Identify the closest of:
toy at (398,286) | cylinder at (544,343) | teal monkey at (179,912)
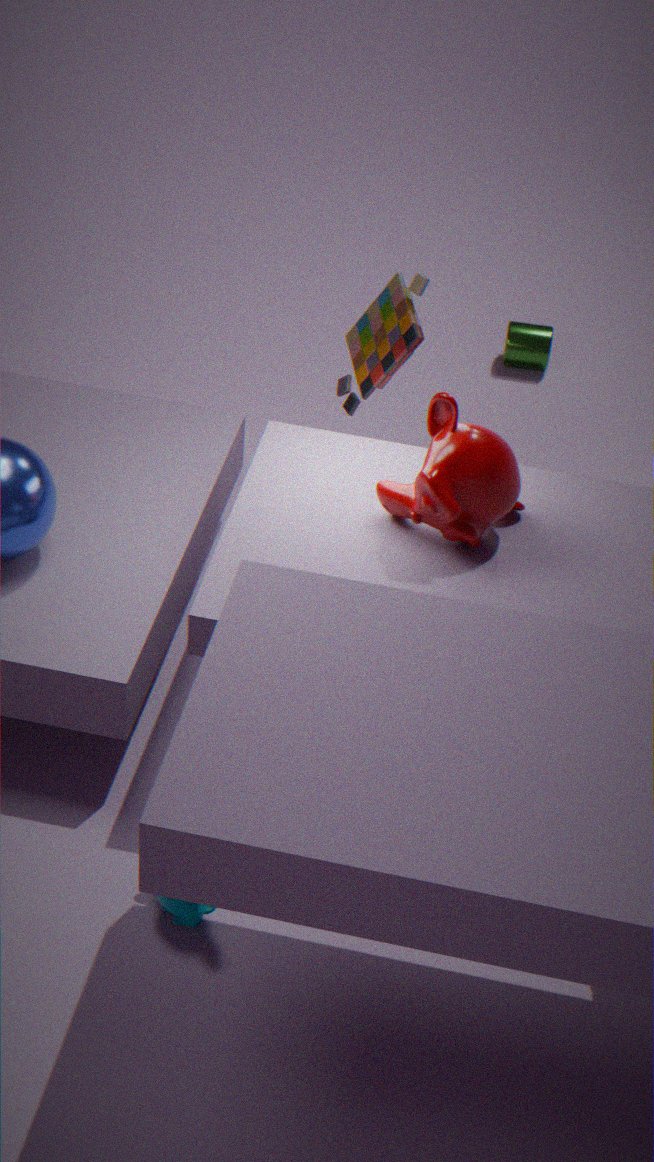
teal monkey at (179,912)
